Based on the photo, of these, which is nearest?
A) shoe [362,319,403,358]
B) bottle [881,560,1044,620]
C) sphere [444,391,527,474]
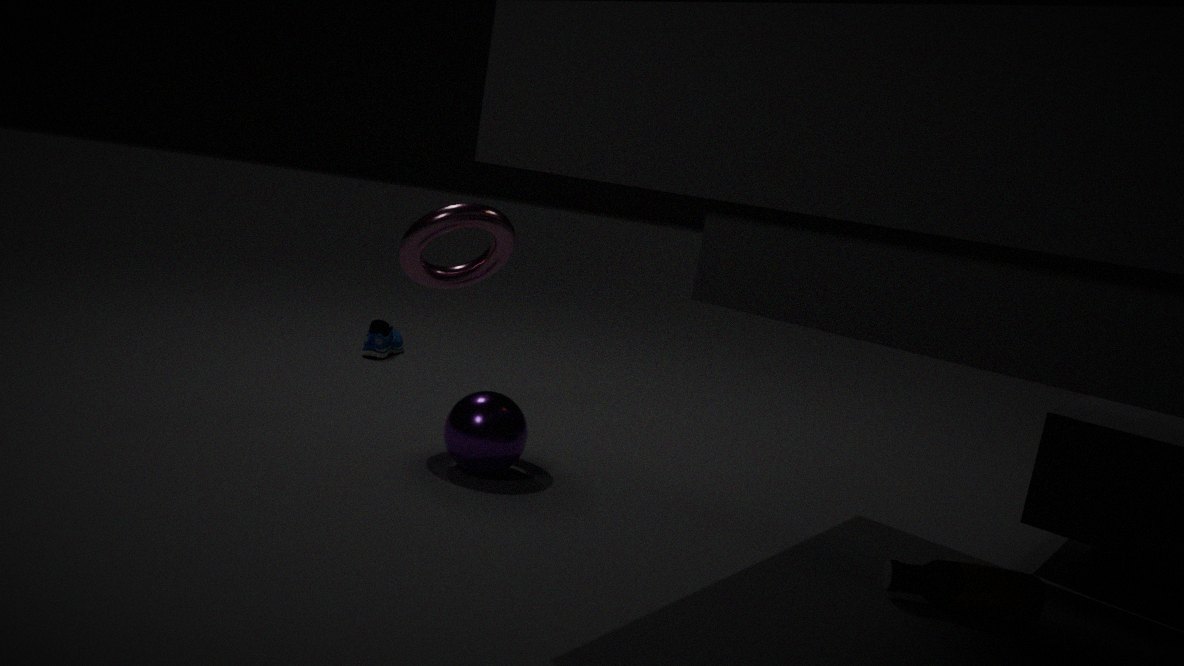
bottle [881,560,1044,620]
